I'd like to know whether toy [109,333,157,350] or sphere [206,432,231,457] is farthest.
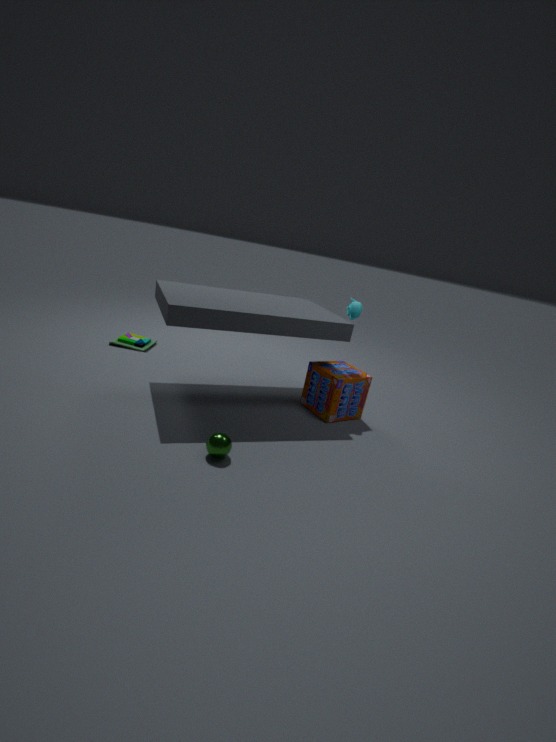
toy [109,333,157,350]
